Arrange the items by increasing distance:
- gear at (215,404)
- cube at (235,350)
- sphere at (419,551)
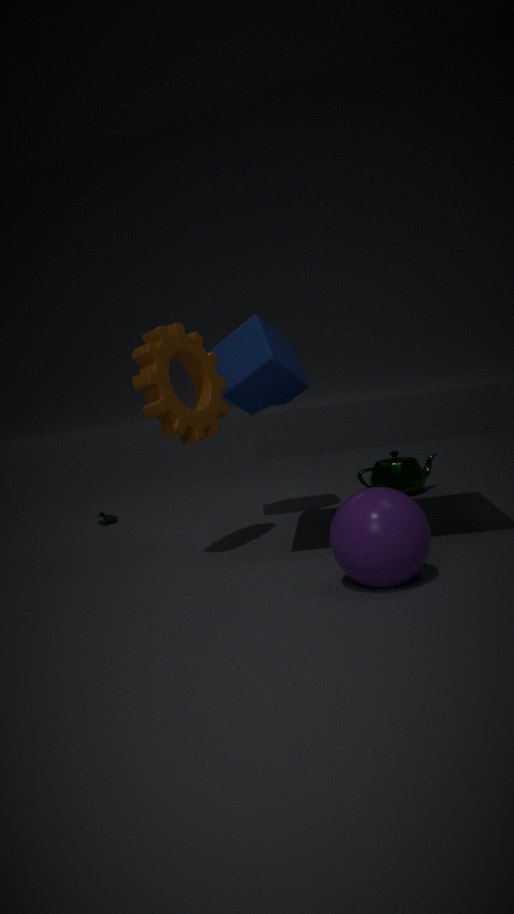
1. sphere at (419,551)
2. gear at (215,404)
3. cube at (235,350)
